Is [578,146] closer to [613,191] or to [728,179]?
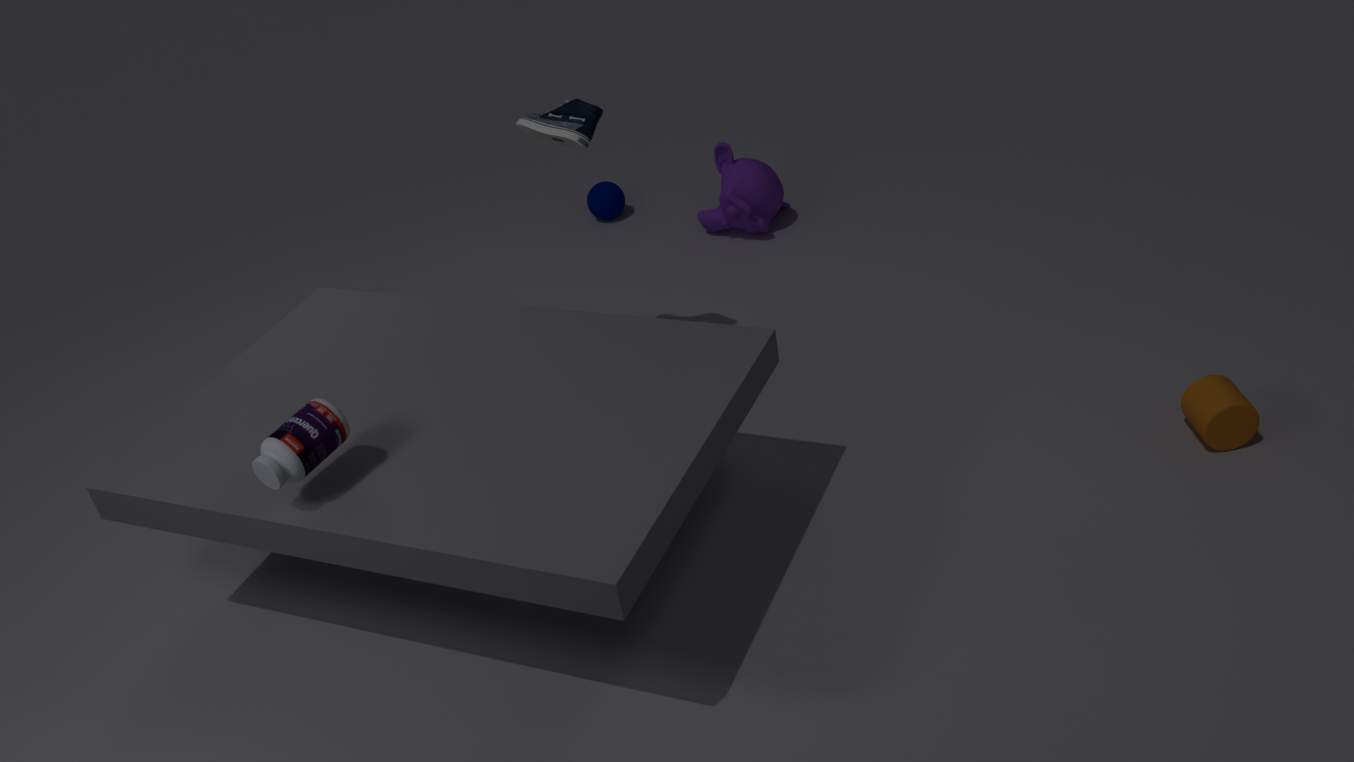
[728,179]
